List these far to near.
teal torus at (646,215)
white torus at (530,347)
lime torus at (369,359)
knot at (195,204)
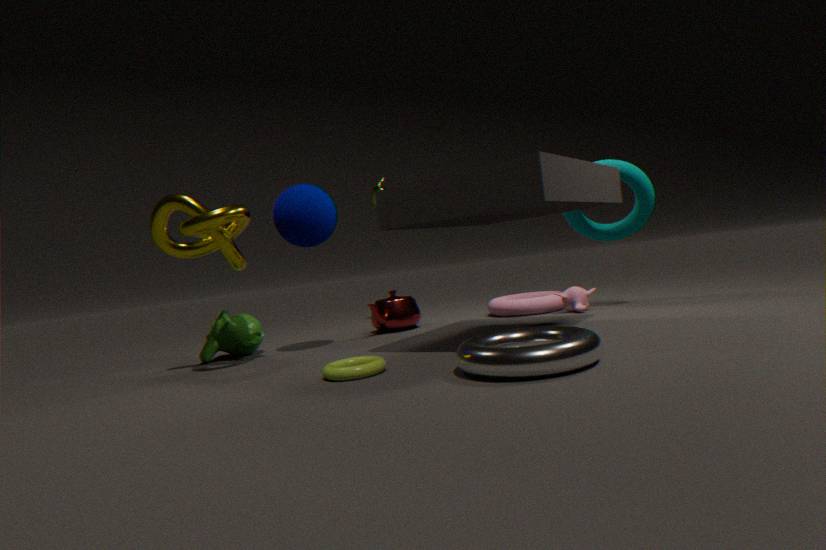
teal torus at (646,215) → knot at (195,204) → lime torus at (369,359) → white torus at (530,347)
